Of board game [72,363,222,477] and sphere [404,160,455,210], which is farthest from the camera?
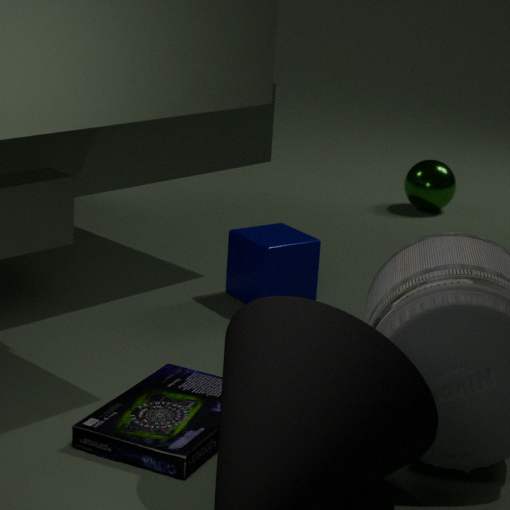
sphere [404,160,455,210]
